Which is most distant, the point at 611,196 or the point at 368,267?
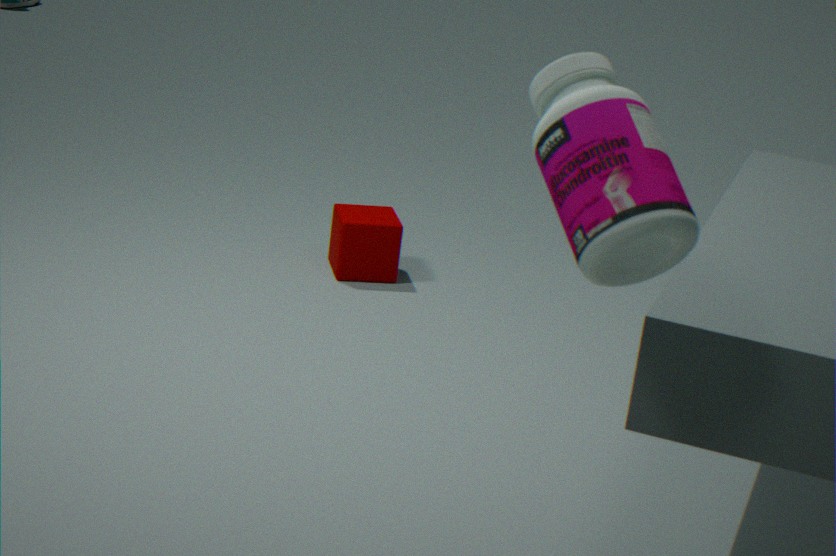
the point at 368,267
